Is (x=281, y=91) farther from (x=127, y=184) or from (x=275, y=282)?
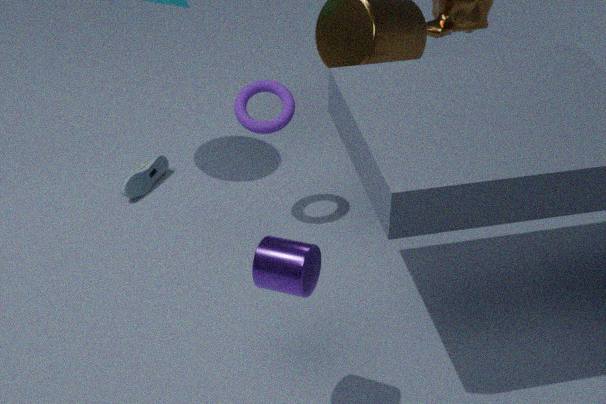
(x=275, y=282)
